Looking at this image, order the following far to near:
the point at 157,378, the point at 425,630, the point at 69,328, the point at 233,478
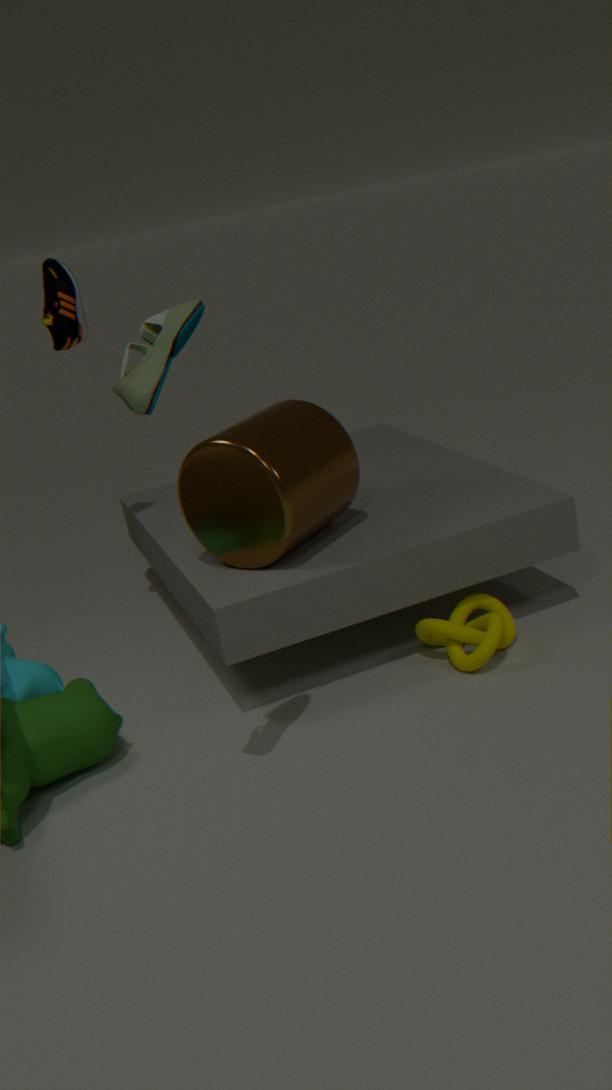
1. the point at 69,328
2. the point at 425,630
3. the point at 233,478
4. the point at 157,378
